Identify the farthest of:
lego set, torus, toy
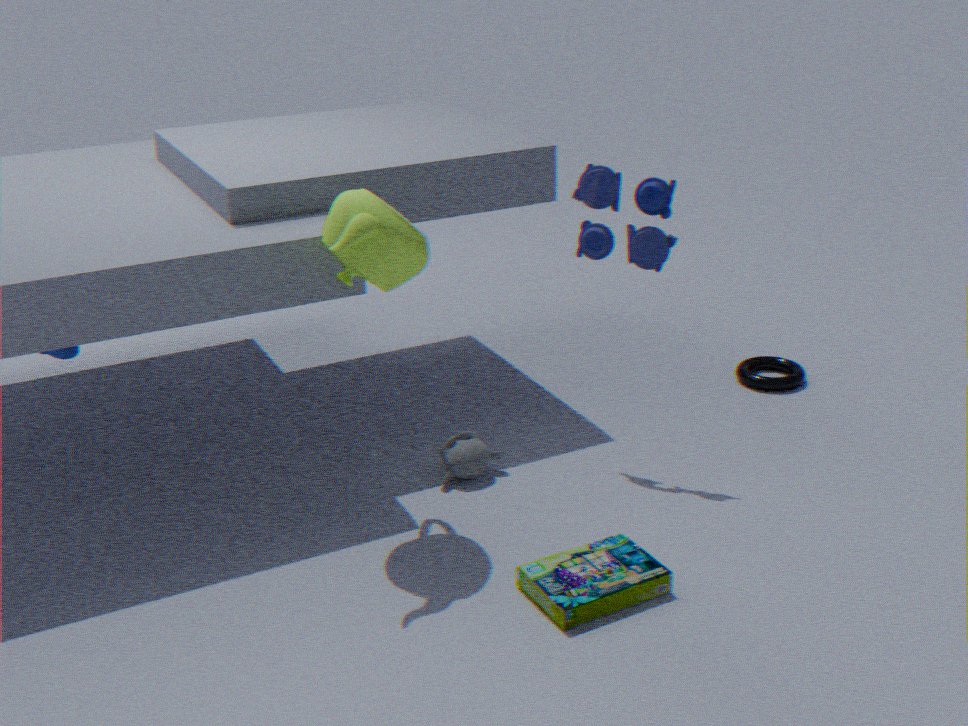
torus
